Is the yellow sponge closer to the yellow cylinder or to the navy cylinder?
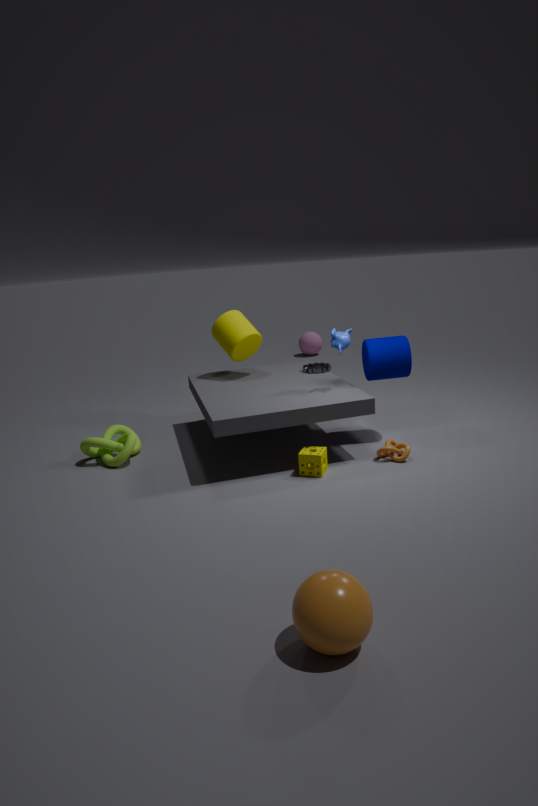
the navy cylinder
